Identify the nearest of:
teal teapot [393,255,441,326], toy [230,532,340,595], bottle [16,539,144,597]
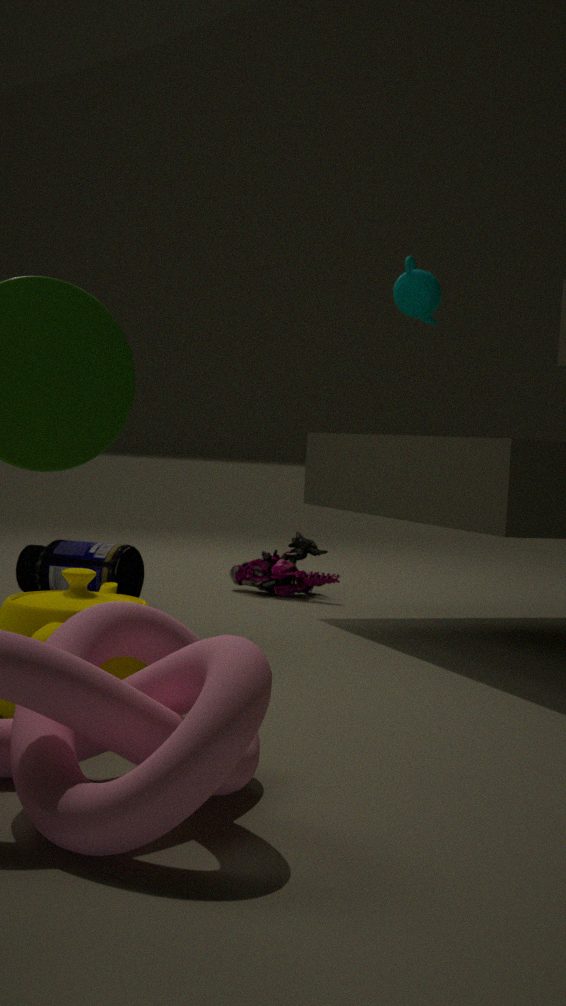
bottle [16,539,144,597]
